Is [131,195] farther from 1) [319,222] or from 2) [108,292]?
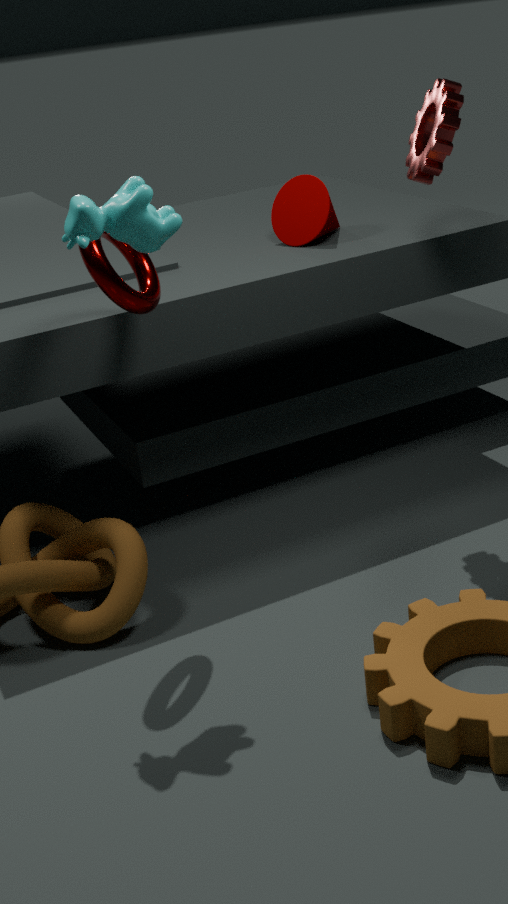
1) [319,222]
